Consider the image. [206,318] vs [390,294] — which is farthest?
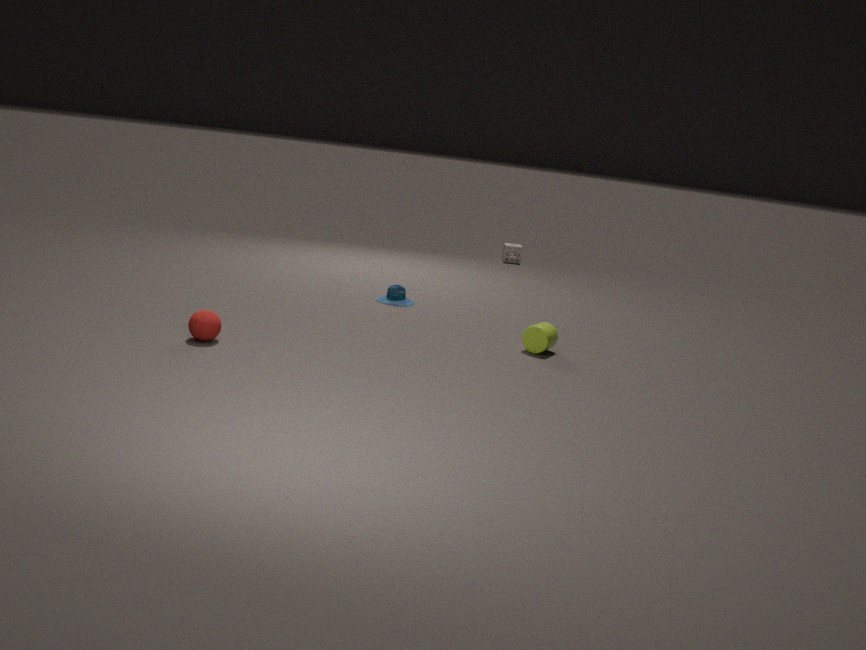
[390,294]
